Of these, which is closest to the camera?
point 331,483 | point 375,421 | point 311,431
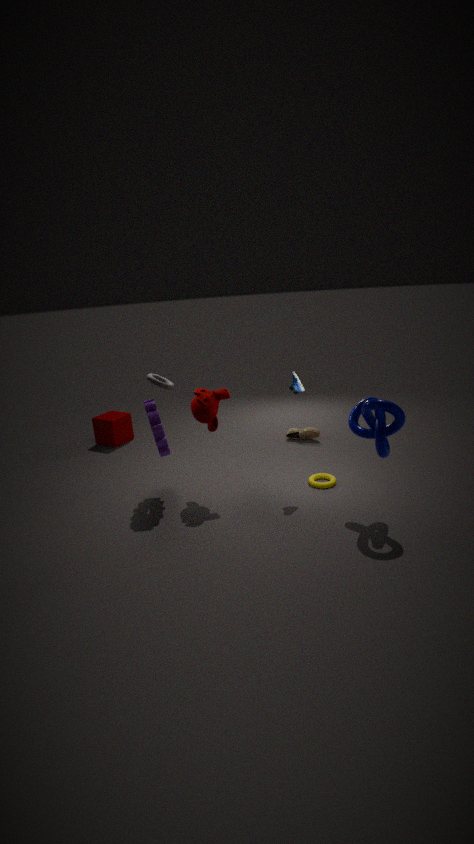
point 375,421
